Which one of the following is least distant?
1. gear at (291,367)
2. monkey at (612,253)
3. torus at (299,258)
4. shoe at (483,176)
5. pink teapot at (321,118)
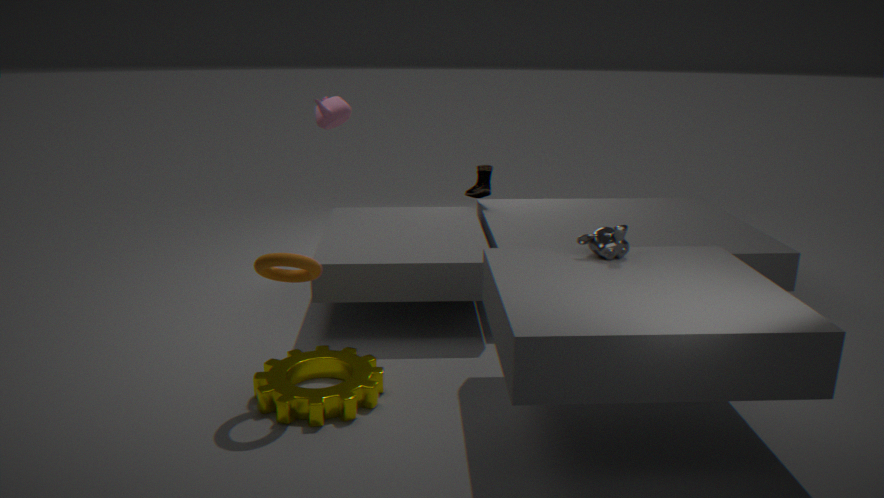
torus at (299,258)
